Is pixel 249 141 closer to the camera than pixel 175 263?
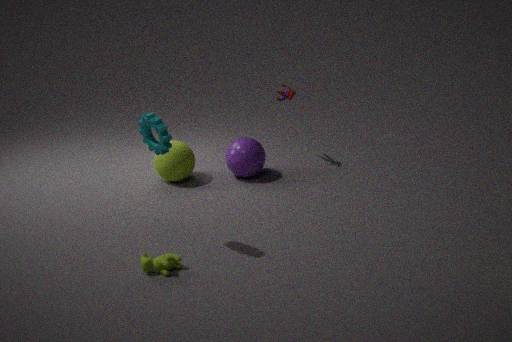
No
